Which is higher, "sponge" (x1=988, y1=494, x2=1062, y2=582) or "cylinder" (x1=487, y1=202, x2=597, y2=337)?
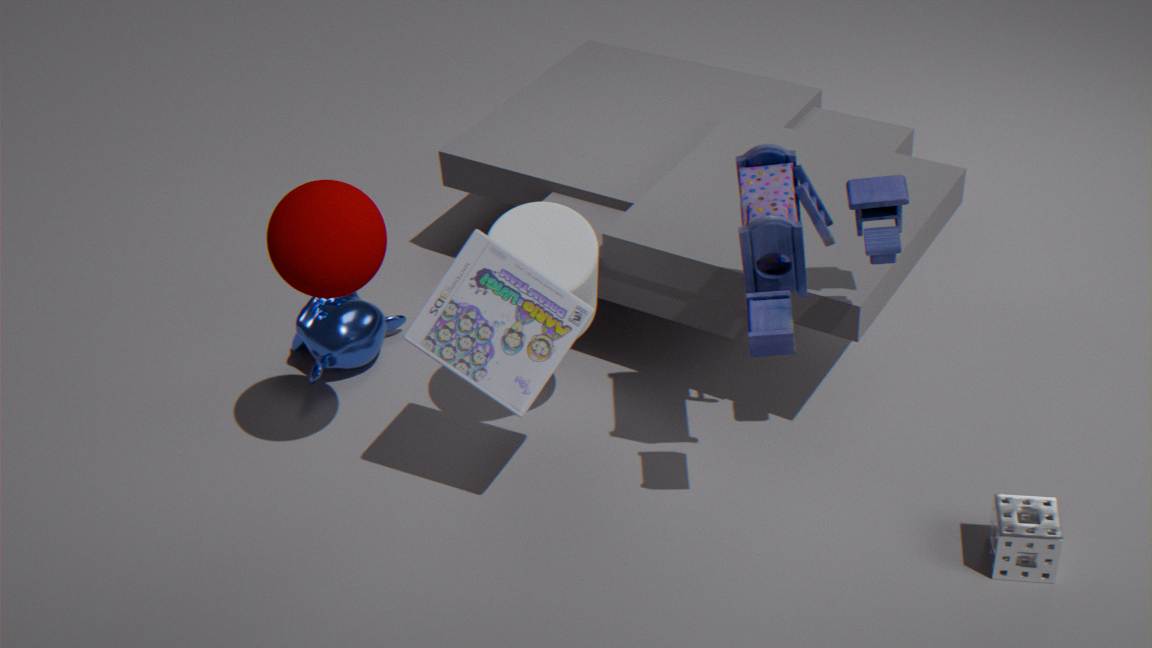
"cylinder" (x1=487, y1=202, x2=597, y2=337)
